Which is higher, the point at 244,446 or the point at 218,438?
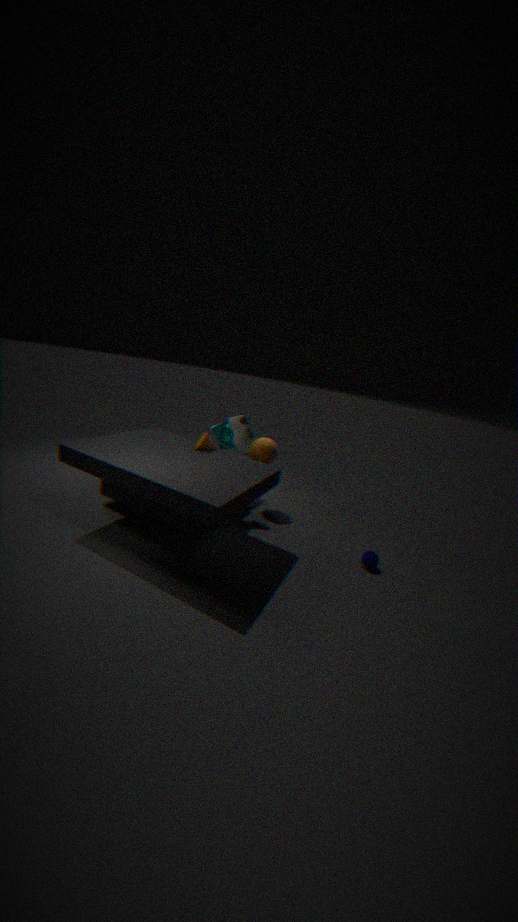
the point at 244,446
